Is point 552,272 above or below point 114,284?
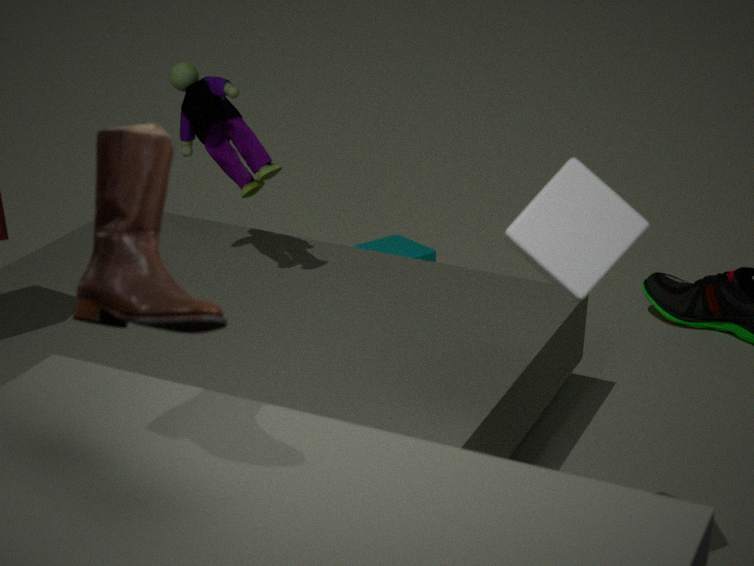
below
